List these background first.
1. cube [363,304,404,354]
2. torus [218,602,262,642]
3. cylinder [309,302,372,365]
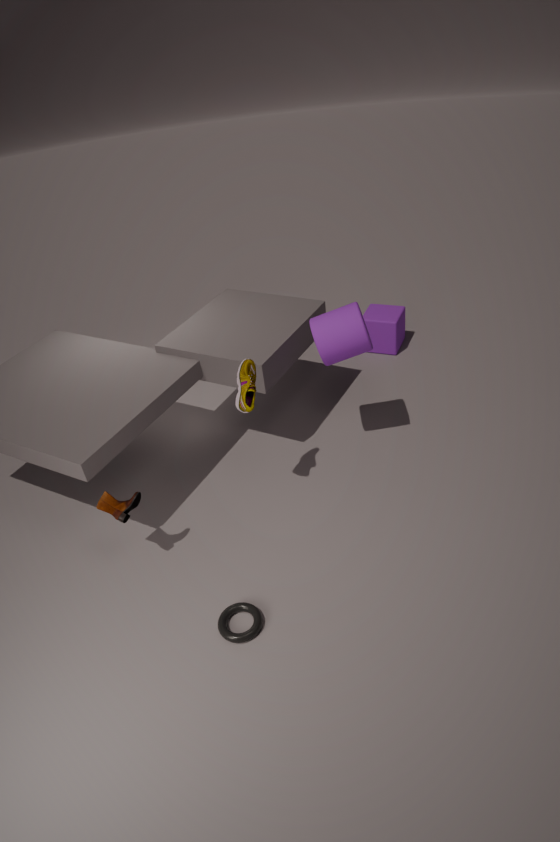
cube [363,304,404,354], cylinder [309,302,372,365], torus [218,602,262,642]
